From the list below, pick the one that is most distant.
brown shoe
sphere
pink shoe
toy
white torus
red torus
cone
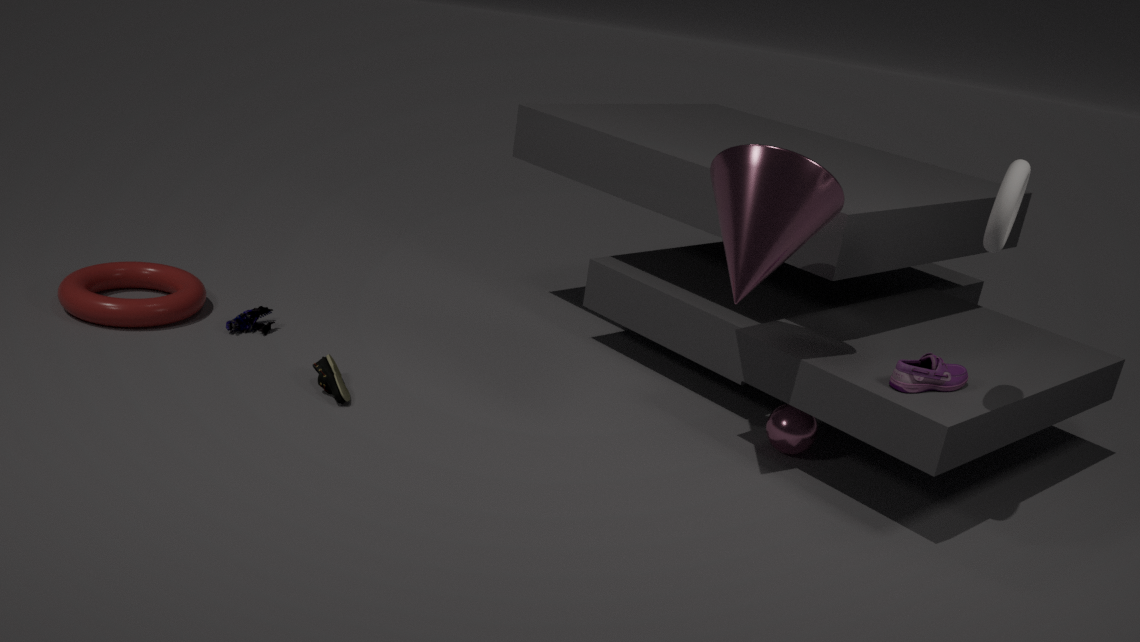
toy
